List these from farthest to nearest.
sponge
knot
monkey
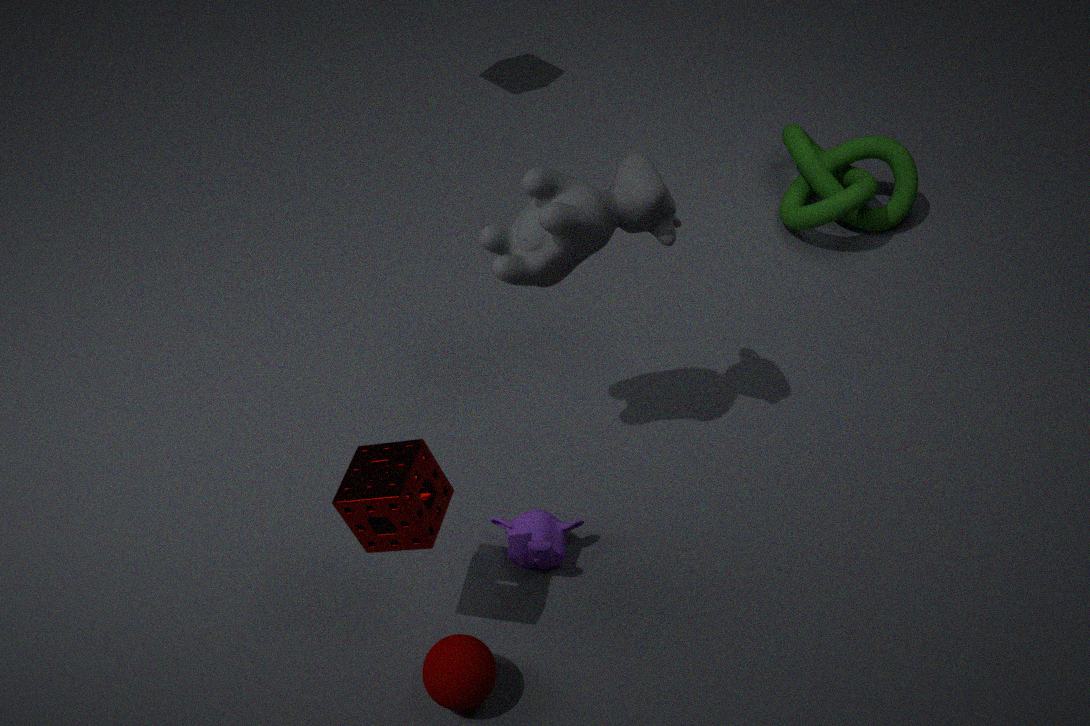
knot, monkey, sponge
